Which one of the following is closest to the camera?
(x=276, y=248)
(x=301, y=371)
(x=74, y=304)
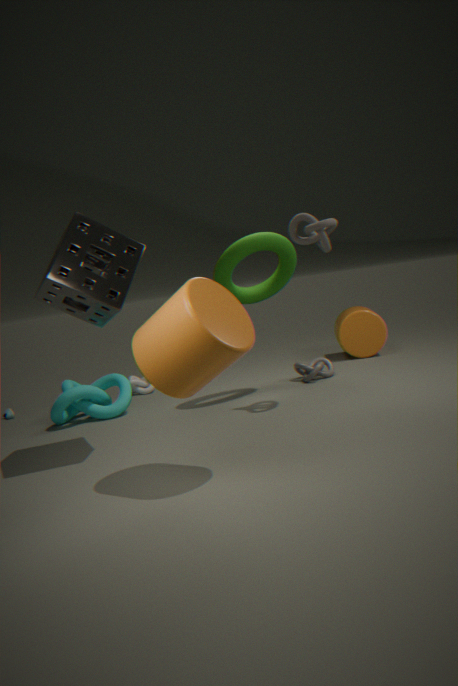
(x=74, y=304)
